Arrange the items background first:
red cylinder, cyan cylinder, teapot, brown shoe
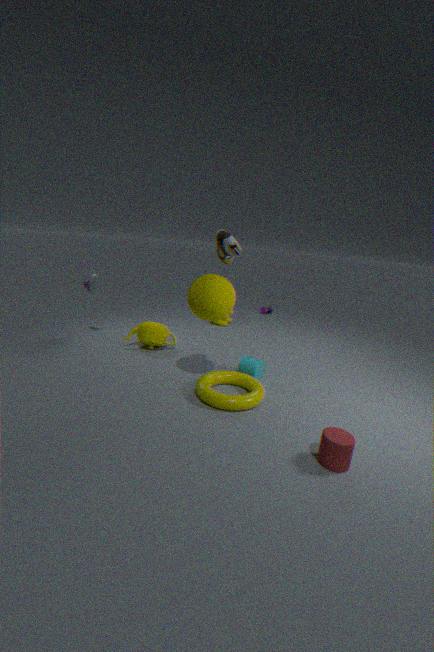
teapot < cyan cylinder < brown shoe < red cylinder
